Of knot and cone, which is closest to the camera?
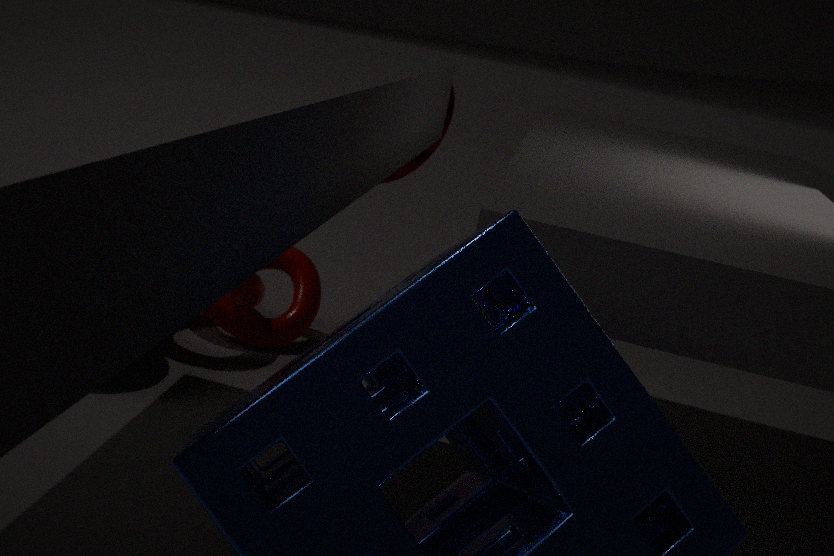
knot
